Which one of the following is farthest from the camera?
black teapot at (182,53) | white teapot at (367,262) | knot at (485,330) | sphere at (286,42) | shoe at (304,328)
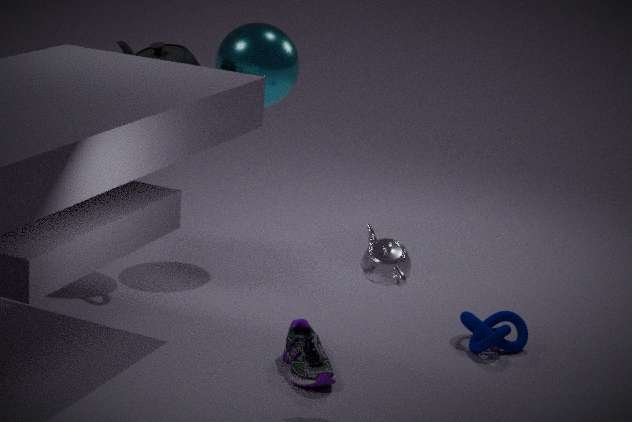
sphere at (286,42)
